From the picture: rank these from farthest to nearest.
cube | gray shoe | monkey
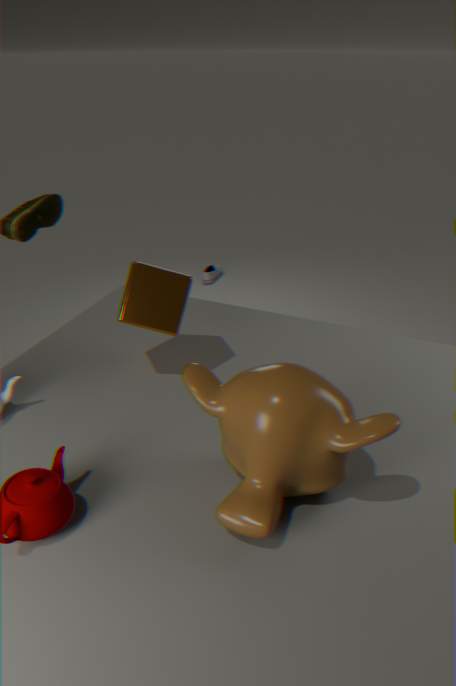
gray shoe < cube < monkey
